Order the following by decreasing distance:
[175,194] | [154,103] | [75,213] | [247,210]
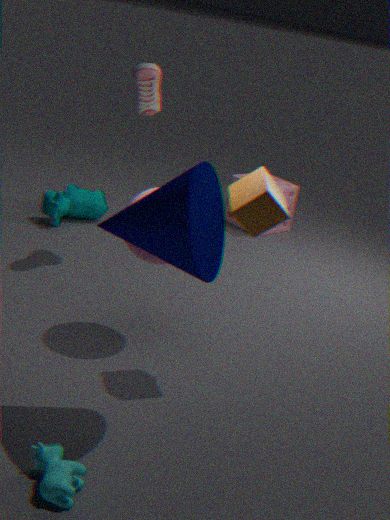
[75,213], [154,103], [247,210], [175,194]
